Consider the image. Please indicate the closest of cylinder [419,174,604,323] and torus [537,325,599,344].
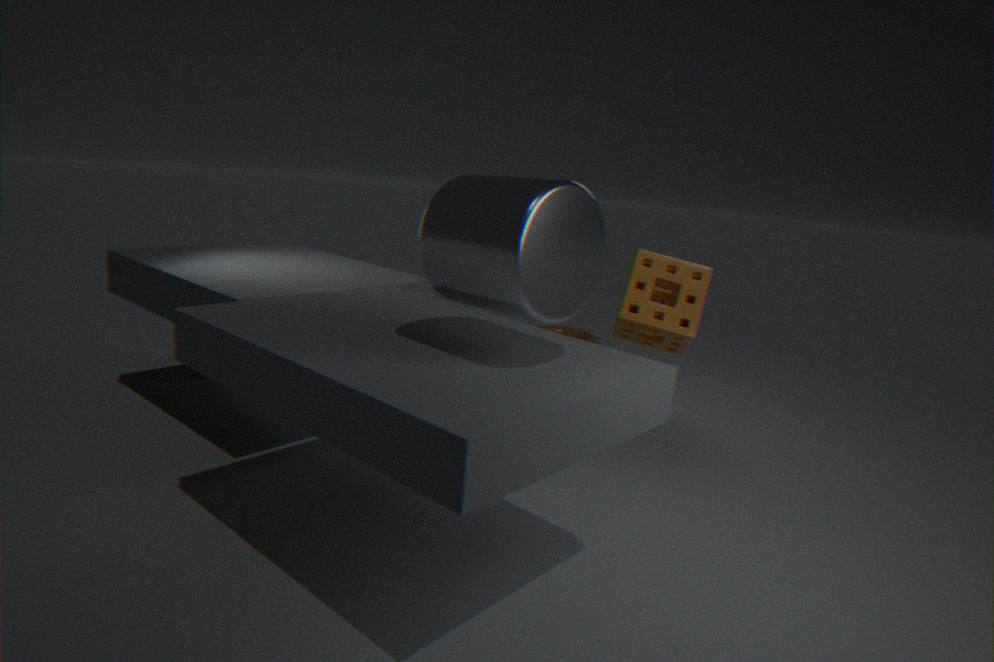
cylinder [419,174,604,323]
